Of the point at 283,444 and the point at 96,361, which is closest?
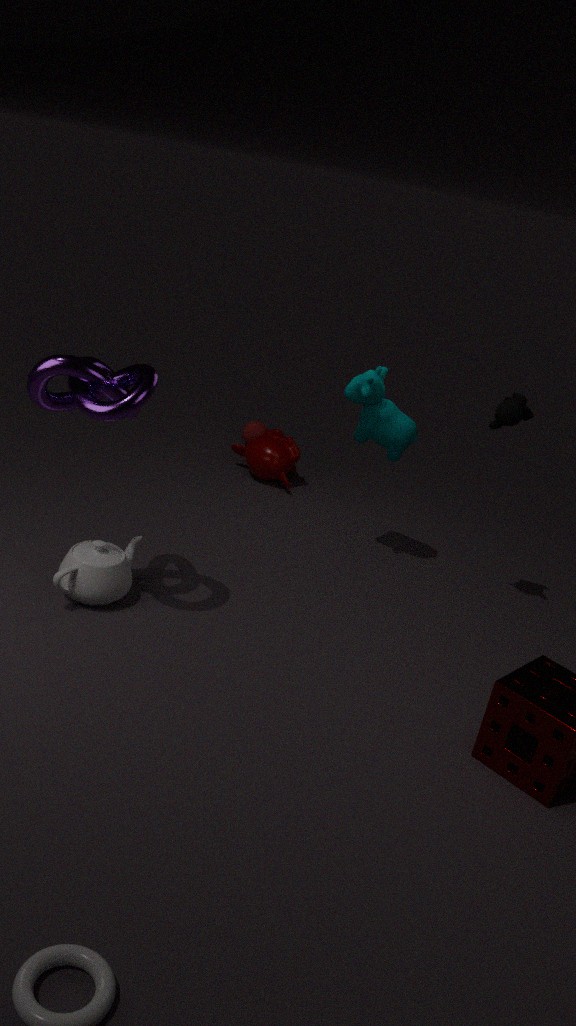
the point at 96,361
